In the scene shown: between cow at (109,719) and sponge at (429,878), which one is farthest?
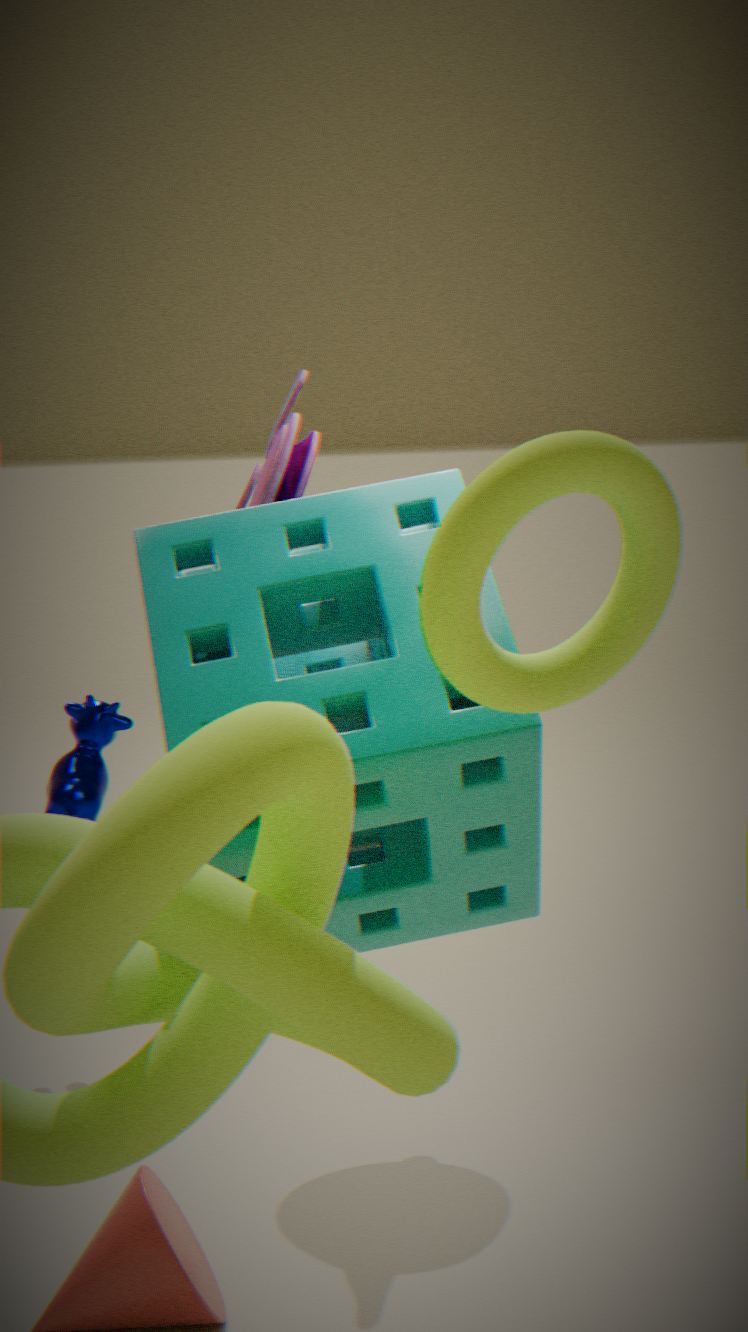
cow at (109,719)
